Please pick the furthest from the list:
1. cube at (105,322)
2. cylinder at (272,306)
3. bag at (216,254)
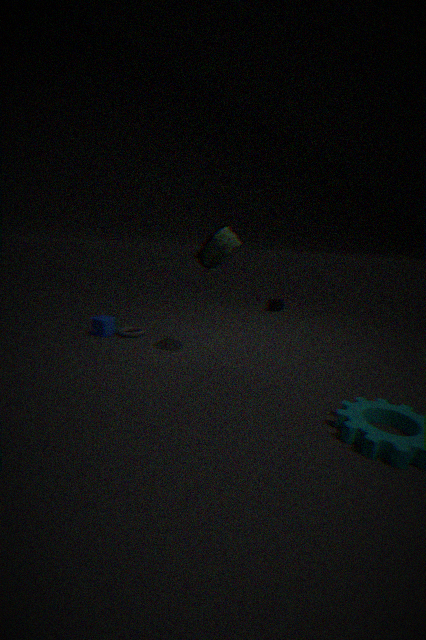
cylinder at (272,306)
